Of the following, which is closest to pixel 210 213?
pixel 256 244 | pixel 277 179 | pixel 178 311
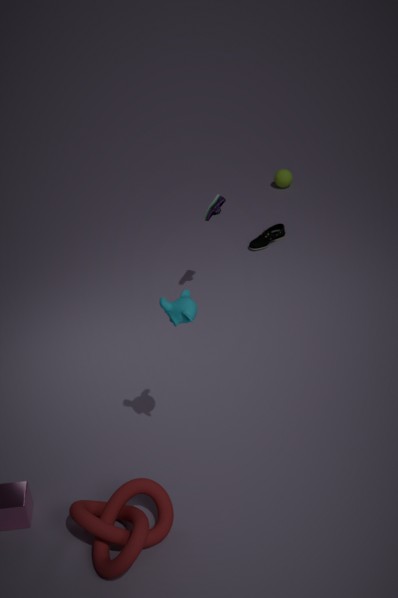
pixel 256 244
